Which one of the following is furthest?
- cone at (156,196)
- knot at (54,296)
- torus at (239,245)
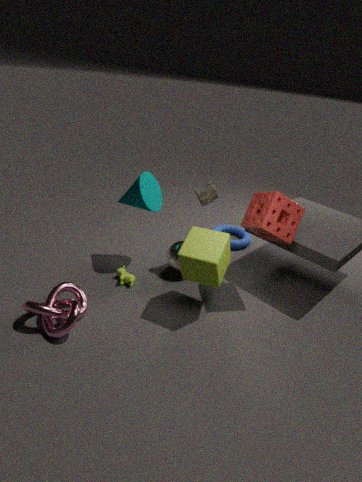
torus at (239,245)
